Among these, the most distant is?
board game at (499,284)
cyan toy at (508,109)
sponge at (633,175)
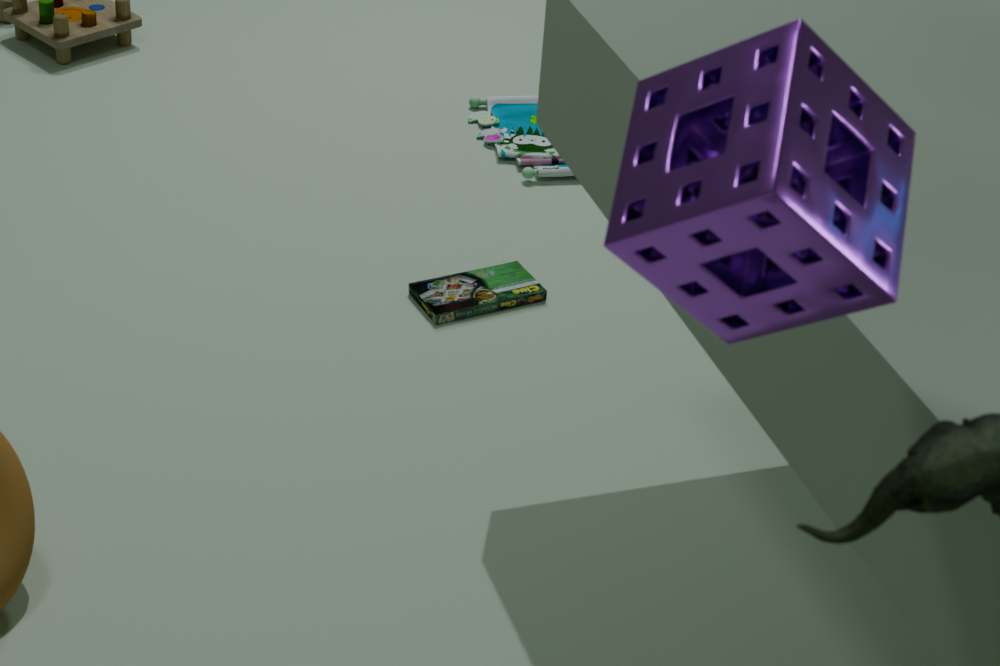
cyan toy at (508,109)
